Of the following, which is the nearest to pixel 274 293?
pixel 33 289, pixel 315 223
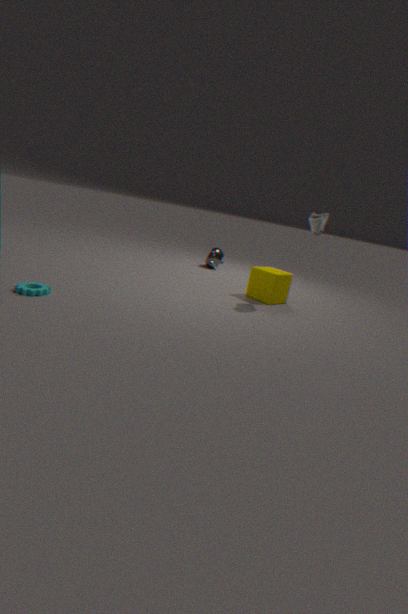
pixel 315 223
